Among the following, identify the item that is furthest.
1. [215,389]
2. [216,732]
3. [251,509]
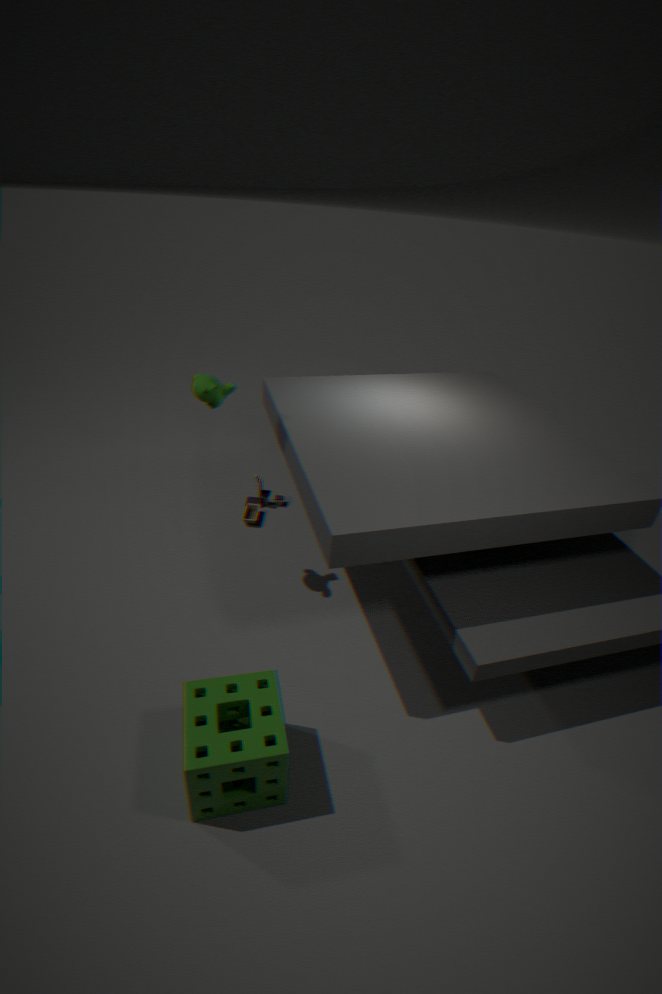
[251,509]
